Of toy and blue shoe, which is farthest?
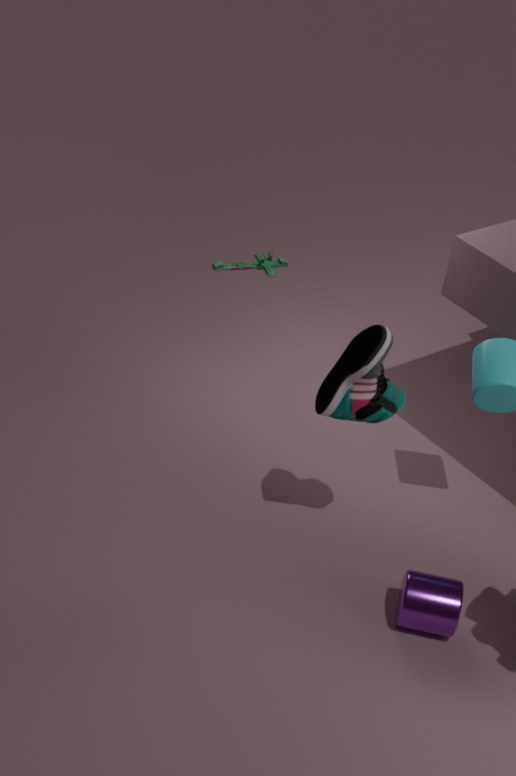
toy
